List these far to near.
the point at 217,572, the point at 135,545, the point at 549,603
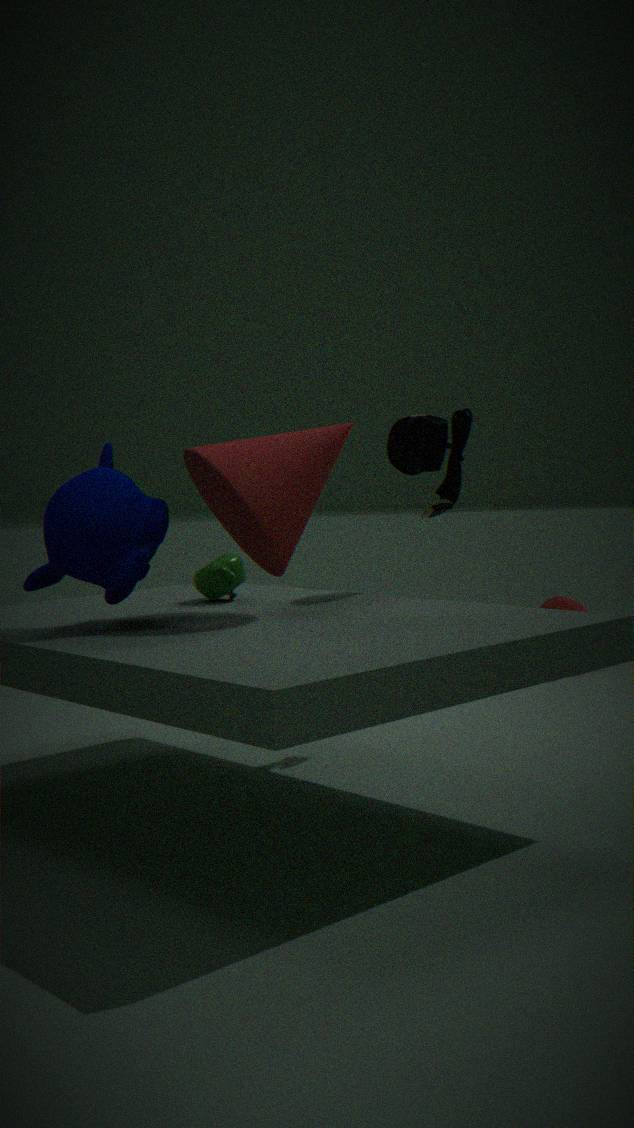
1. the point at 549,603
2. the point at 217,572
3. the point at 135,545
